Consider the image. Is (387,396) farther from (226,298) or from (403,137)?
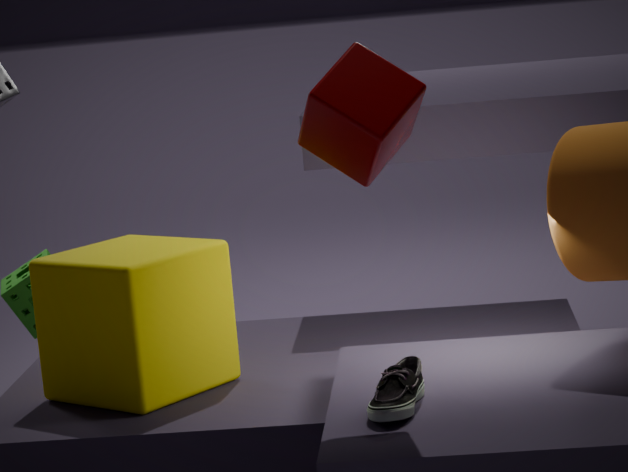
(226,298)
